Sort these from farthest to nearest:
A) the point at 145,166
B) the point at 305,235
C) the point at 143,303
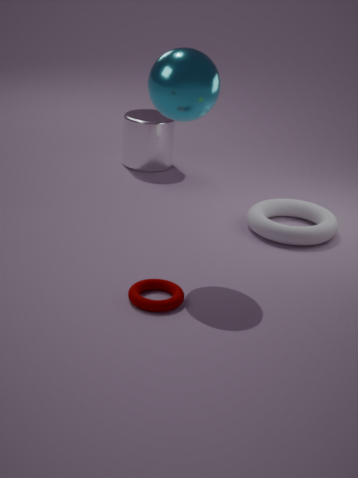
the point at 145,166 < the point at 305,235 < the point at 143,303
